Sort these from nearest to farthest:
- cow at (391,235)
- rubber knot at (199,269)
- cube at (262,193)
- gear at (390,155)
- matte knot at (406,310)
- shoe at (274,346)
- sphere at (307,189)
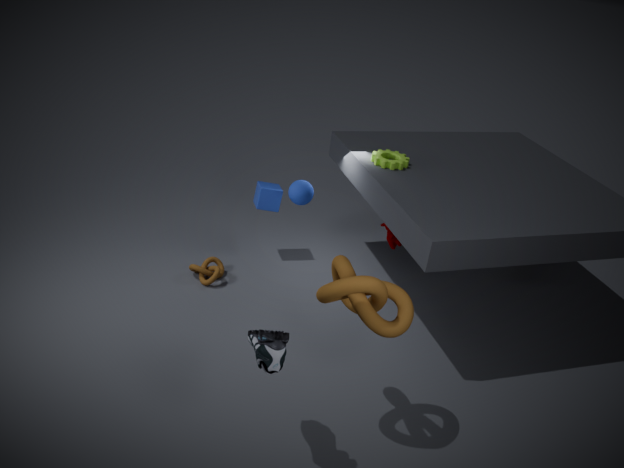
shoe at (274,346), matte knot at (406,310), sphere at (307,189), gear at (390,155), cow at (391,235), rubber knot at (199,269), cube at (262,193)
